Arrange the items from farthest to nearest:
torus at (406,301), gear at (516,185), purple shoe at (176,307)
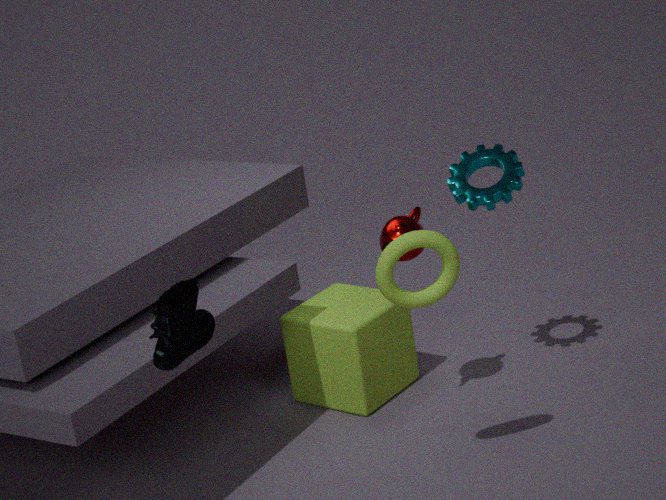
gear at (516,185)
torus at (406,301)
purple shoe at (176,307)
